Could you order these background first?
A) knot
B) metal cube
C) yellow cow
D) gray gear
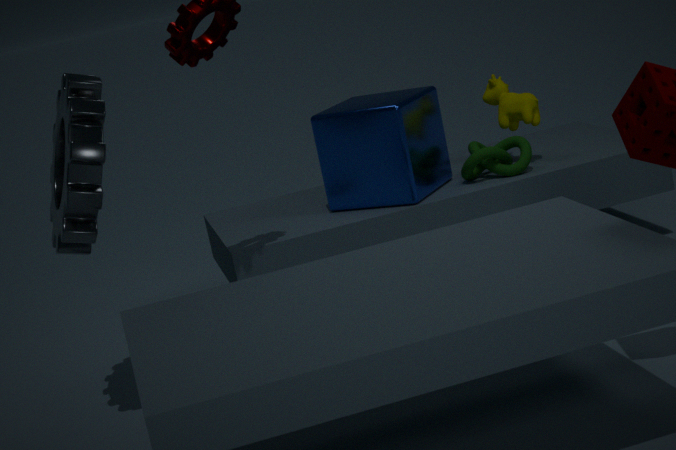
yellow cow < knot < metal cube < gray gear
